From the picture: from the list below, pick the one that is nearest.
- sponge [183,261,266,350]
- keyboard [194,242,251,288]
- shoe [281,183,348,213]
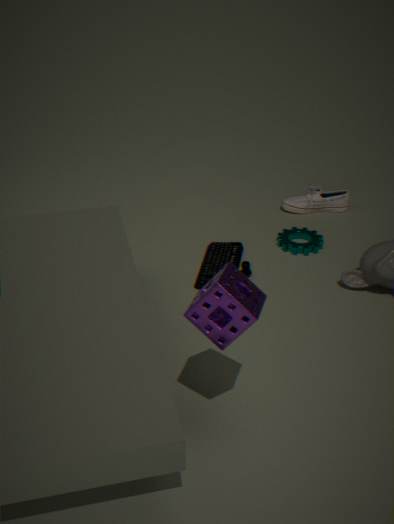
sponge [183,261,266,350]
